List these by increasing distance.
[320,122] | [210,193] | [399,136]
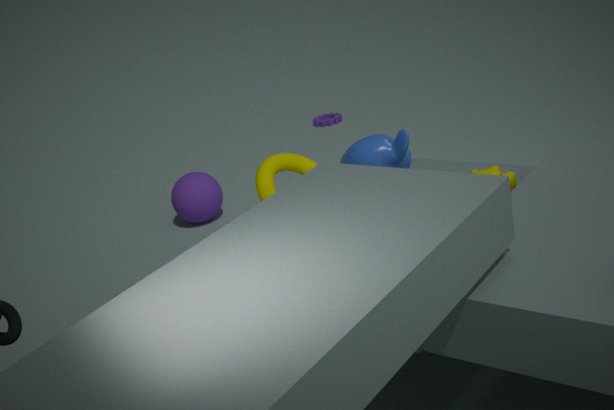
[399,136] → [210,193] → [320,122]
